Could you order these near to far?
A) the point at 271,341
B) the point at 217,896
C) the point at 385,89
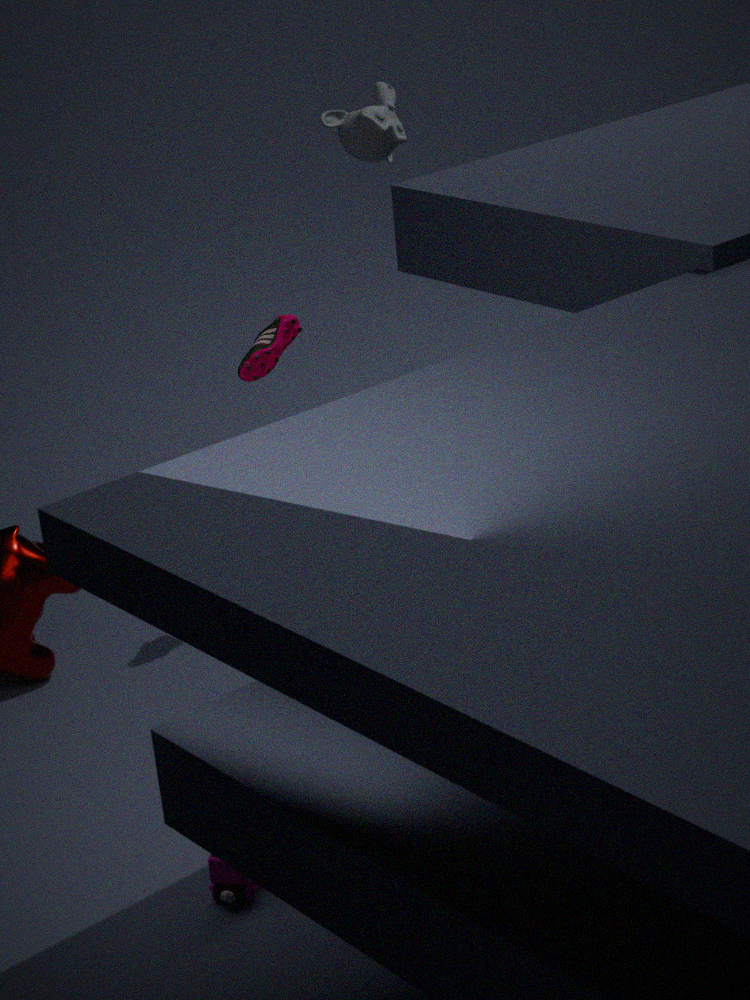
the point at 217,896 → the point at 271,341 → the point at 385,89
